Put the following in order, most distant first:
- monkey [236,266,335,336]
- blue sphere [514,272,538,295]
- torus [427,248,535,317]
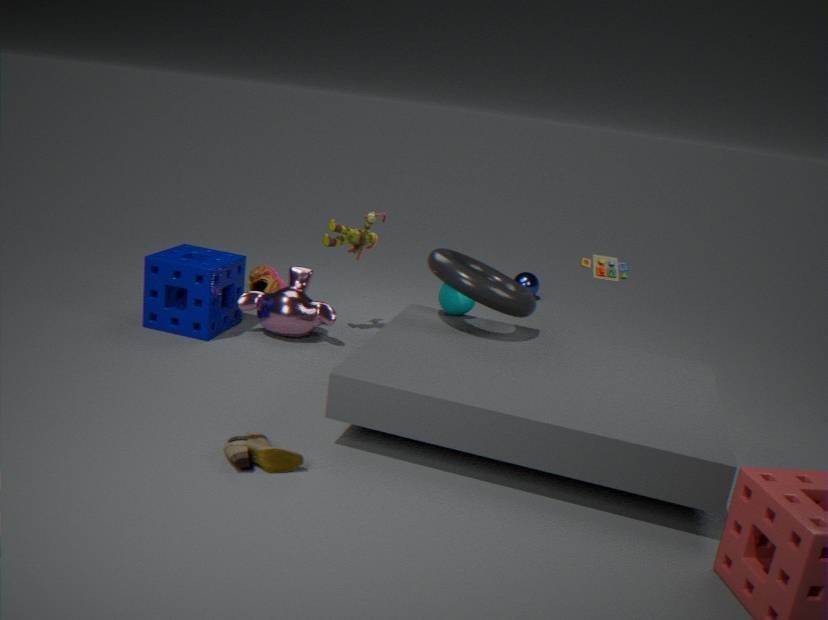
blue sphere [514,272,538,295] < monkey [236,266,335,336] < torus [427,248,535,317]
